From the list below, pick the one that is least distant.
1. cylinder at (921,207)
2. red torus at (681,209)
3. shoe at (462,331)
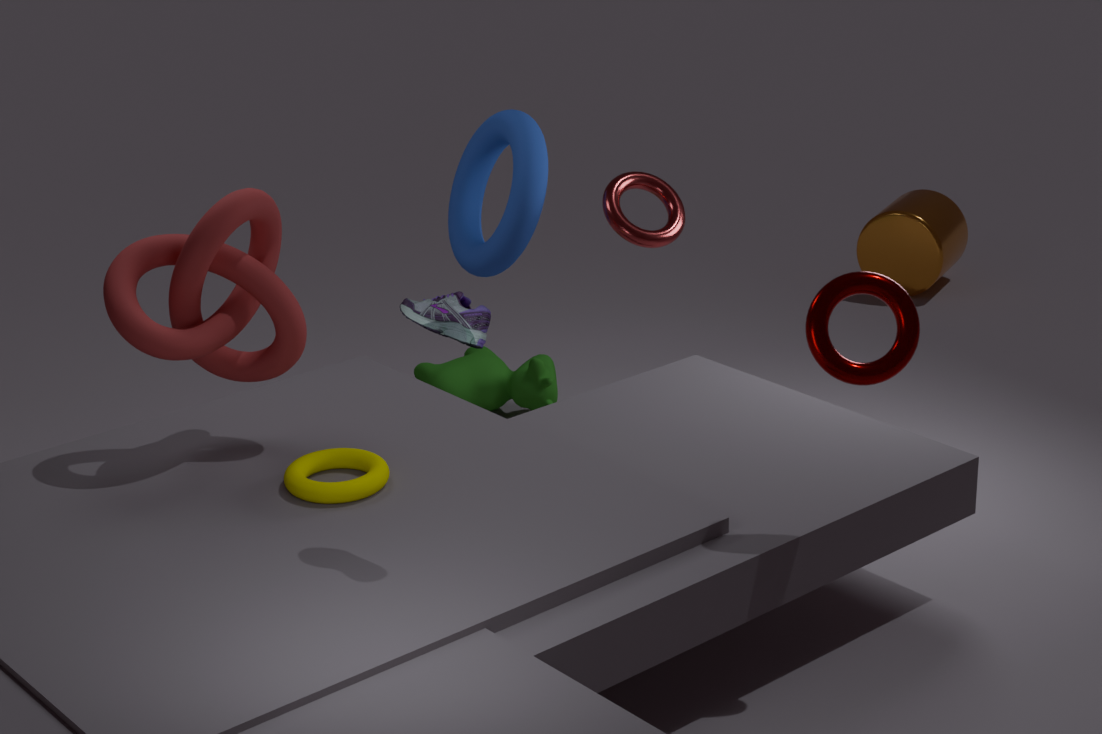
shoe at (462,331)
